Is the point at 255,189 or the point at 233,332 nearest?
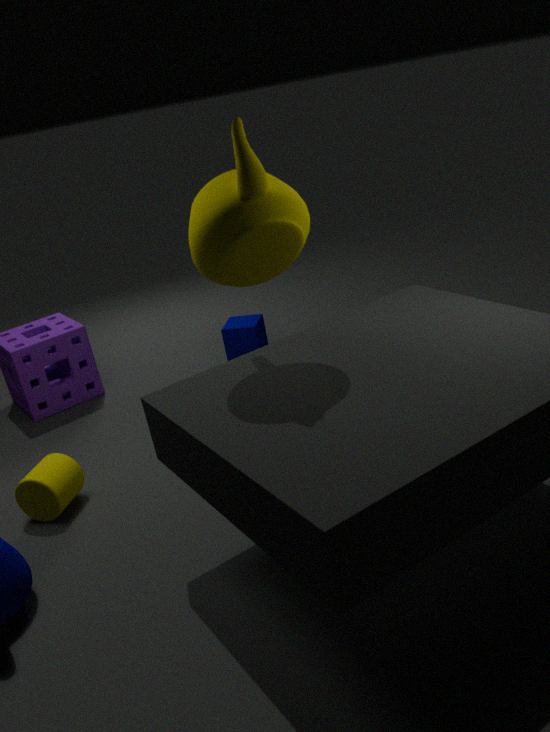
the point at 255,189
